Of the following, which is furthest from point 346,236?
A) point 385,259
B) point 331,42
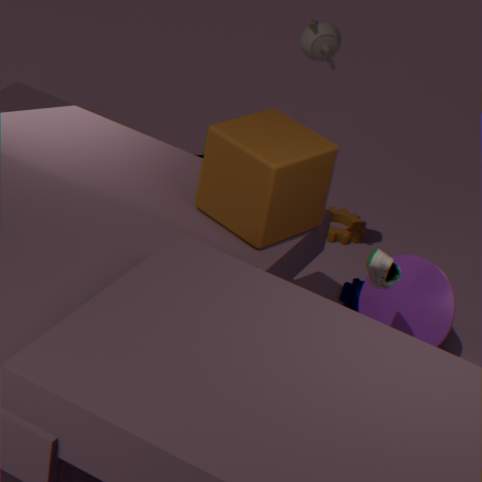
point 331,42
